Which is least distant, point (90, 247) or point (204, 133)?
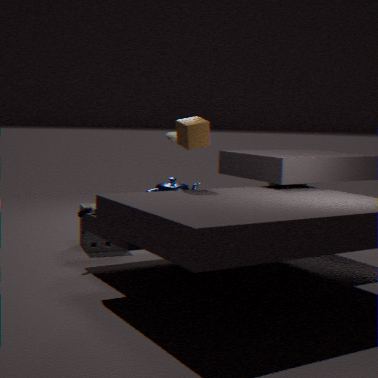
point (204, 133)
